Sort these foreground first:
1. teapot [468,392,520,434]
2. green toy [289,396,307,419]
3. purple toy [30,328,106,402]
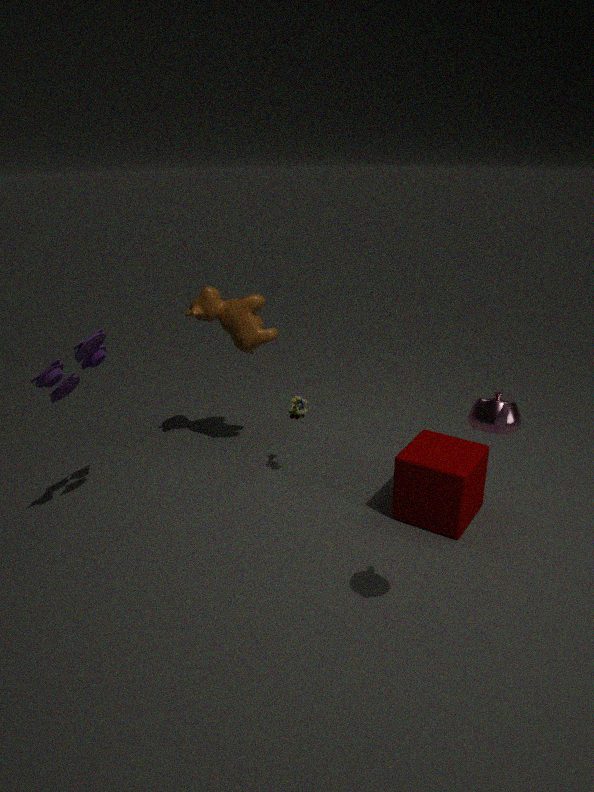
1. teapot [468,392,520,434]
2. purple toy [30,328,106,402]
3. green toy [289,396,307,419]
